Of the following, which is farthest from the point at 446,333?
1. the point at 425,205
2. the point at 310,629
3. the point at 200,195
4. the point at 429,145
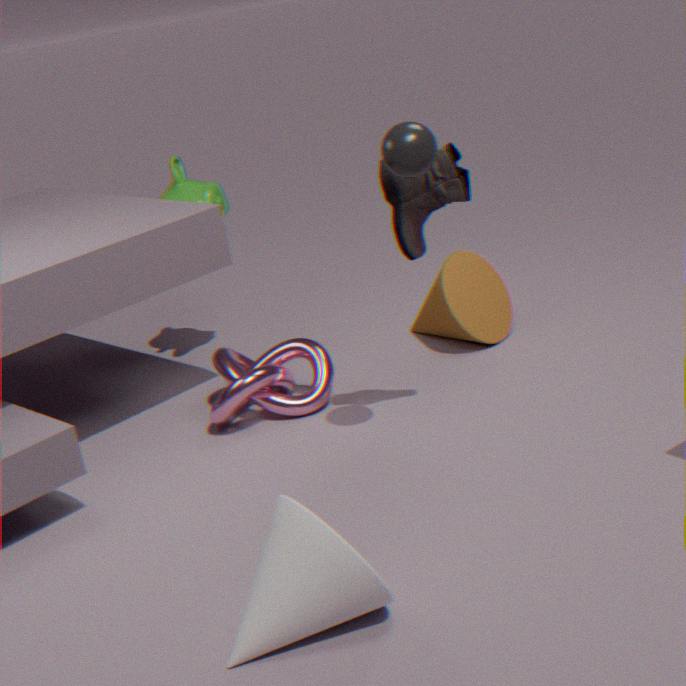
the point at 310,629
